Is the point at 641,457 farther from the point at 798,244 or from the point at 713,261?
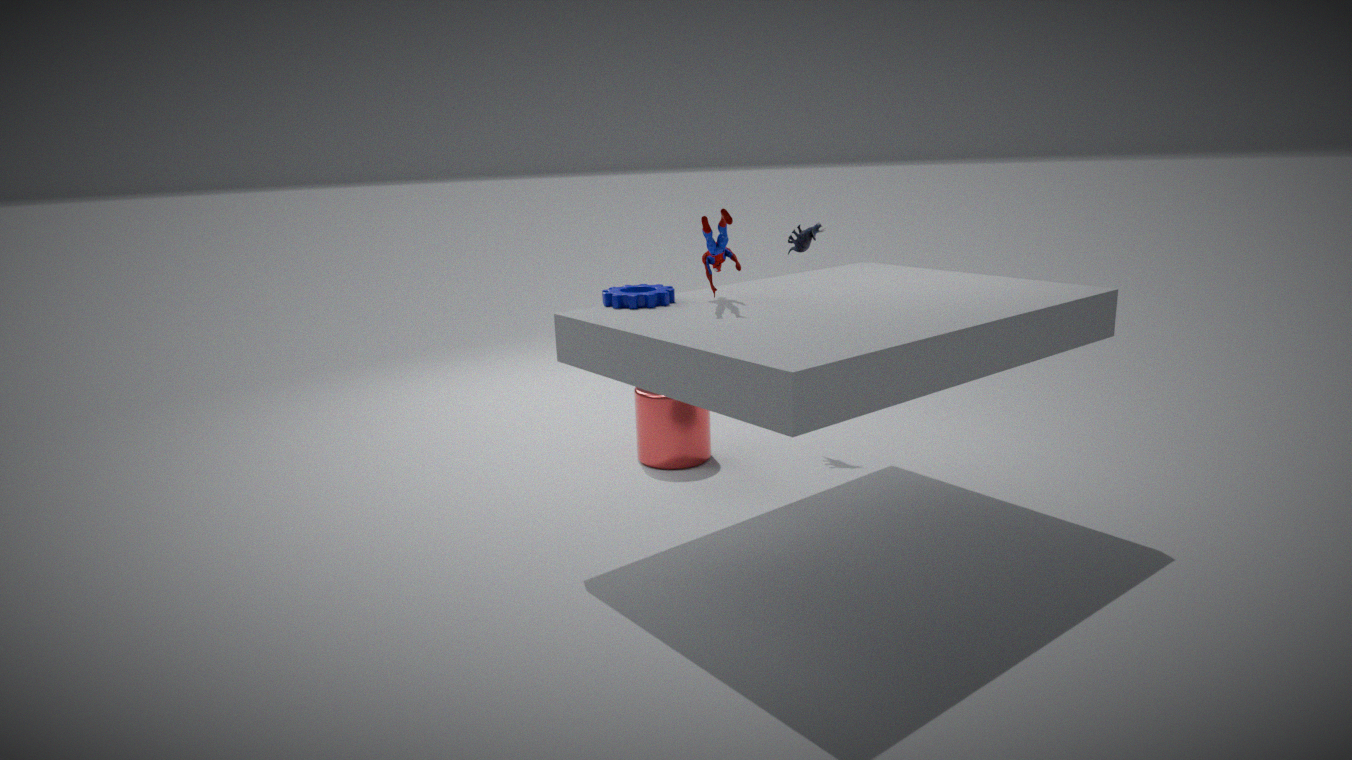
the point at 713,261
